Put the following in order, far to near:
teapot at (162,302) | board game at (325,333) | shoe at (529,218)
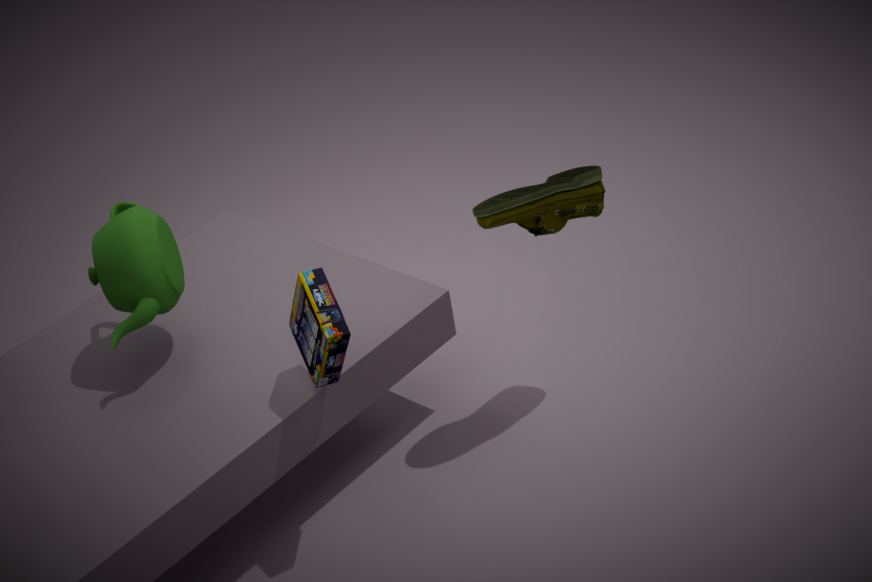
teapot at (162,302) < shoe at (529,218) < board game at (325,333)
